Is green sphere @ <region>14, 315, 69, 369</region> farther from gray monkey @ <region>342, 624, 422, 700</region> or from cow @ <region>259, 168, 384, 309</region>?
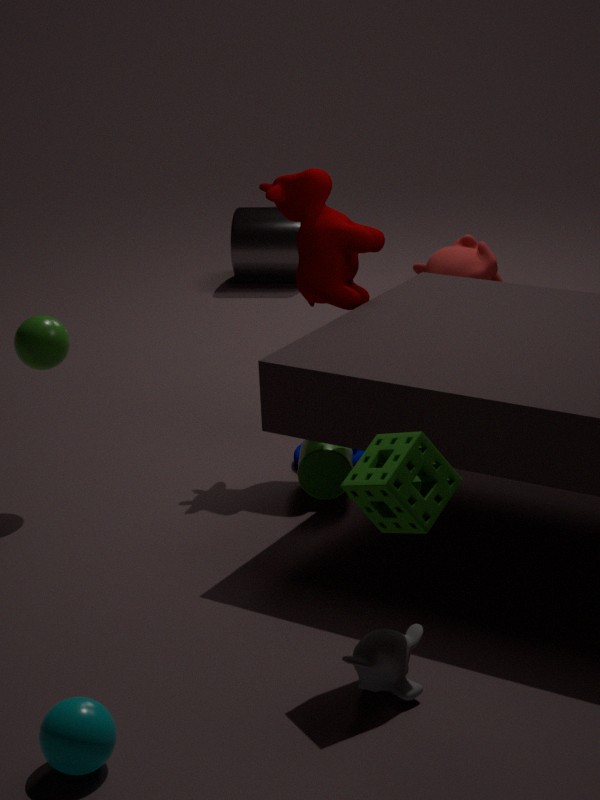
gray monkey @ <region>342, 624, 422, 700</region>
